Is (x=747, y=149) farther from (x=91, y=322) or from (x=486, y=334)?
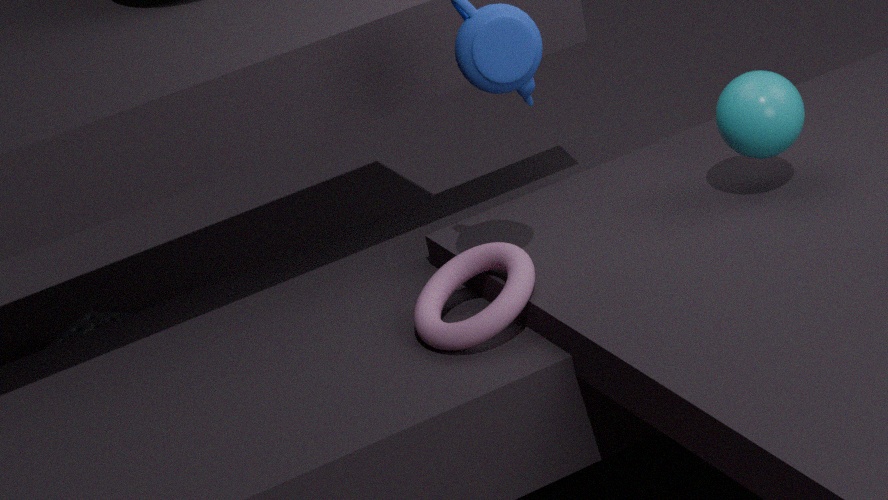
(x=91, y=322)
